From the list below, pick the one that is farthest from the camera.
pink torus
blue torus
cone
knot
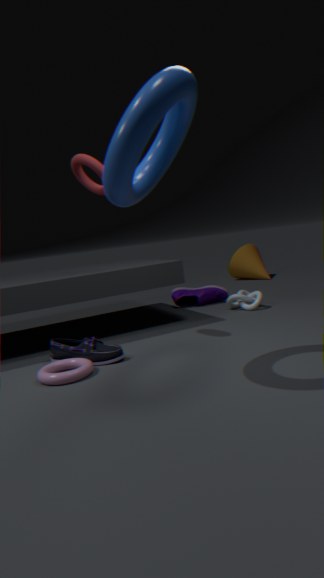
cone
